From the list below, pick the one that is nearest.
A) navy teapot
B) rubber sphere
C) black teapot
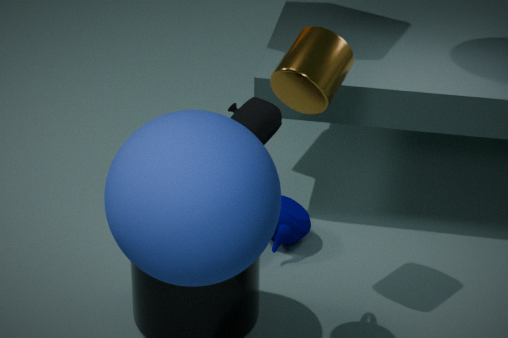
rubber sphere
